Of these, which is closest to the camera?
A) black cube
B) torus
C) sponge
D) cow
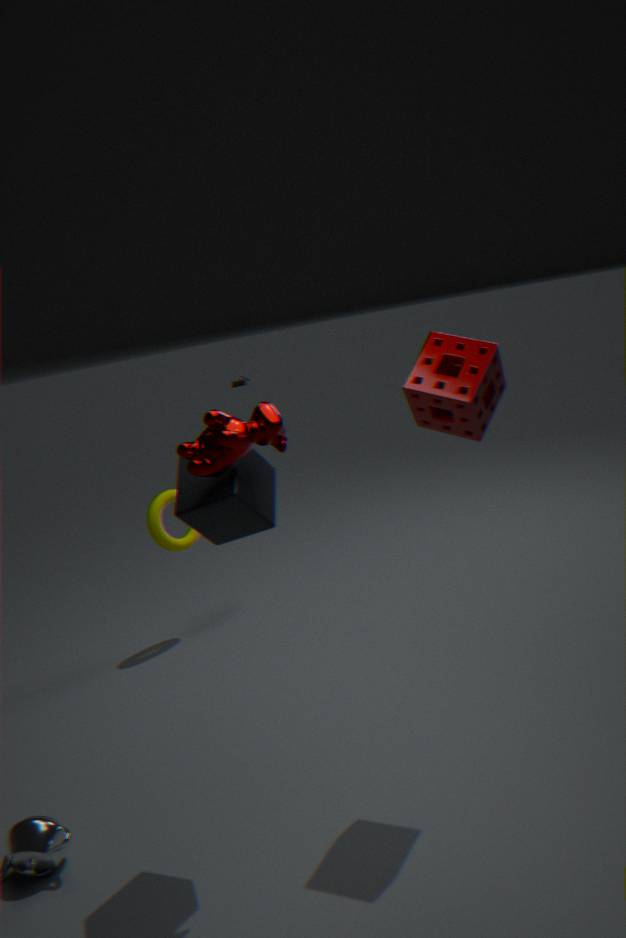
cow
